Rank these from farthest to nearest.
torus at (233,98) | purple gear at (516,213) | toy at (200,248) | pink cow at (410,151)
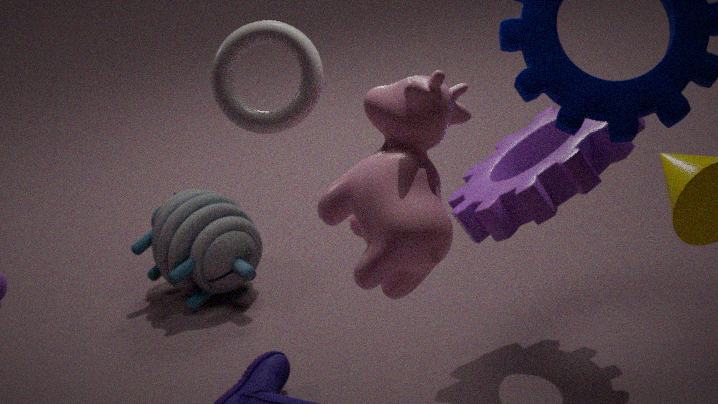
toy at (200,248), purple gear at (516,213), torus at (233,98), pink cow at (410,151)
